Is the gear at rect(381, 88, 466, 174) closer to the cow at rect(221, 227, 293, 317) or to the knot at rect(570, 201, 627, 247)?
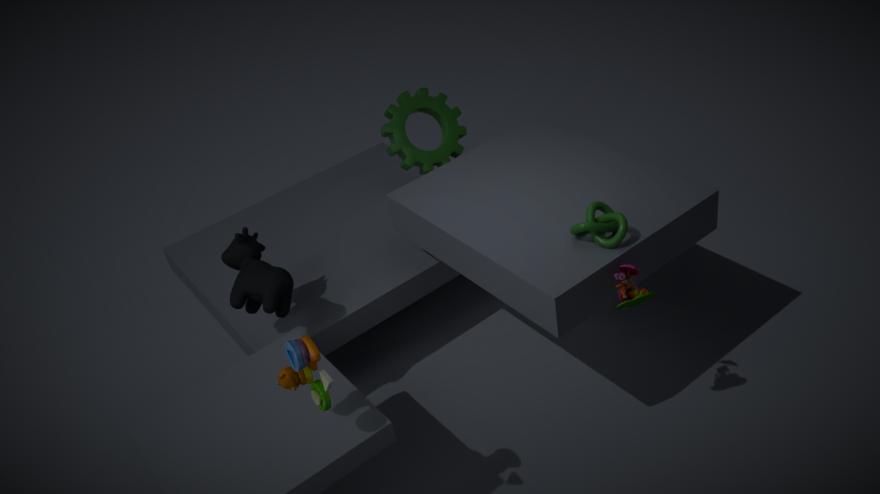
the cow at rect(221, 227, 293, 317)
